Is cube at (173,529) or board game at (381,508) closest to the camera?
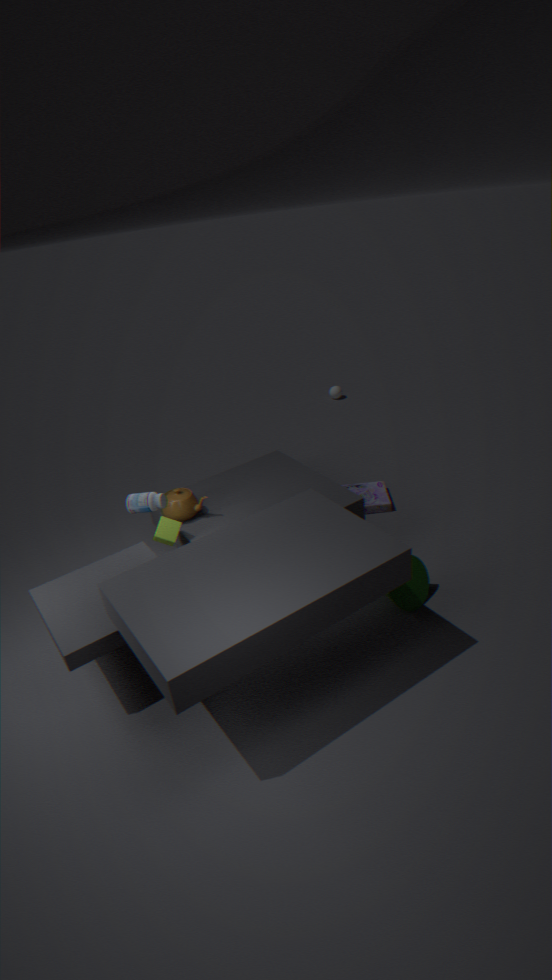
cube at (173,529)
